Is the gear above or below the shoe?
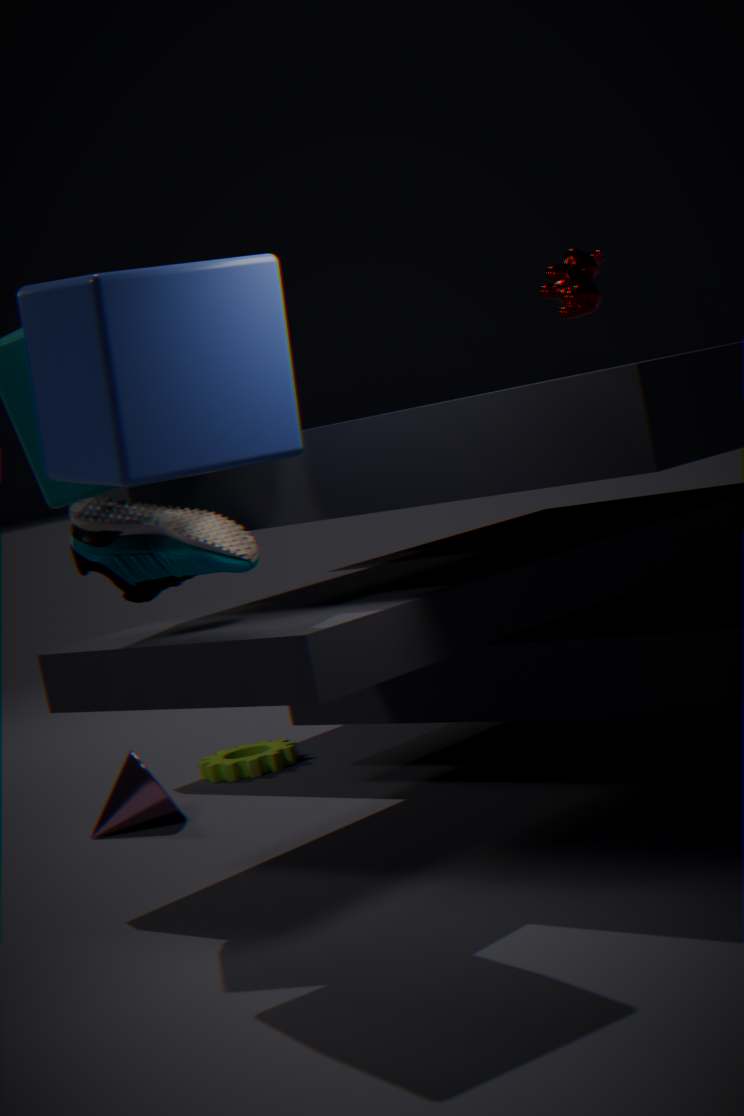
below
